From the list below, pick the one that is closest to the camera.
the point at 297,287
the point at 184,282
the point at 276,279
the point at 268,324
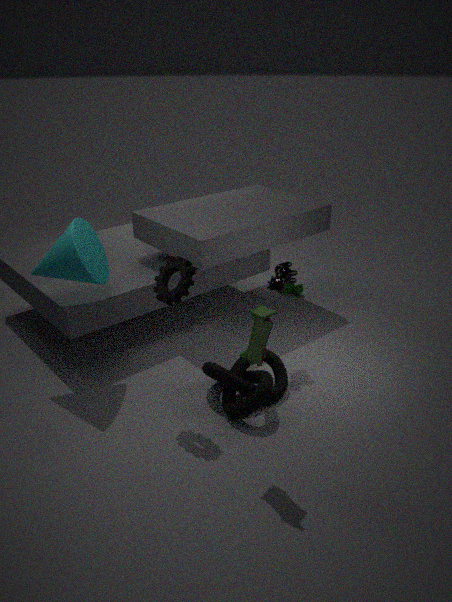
the point at 268,324
